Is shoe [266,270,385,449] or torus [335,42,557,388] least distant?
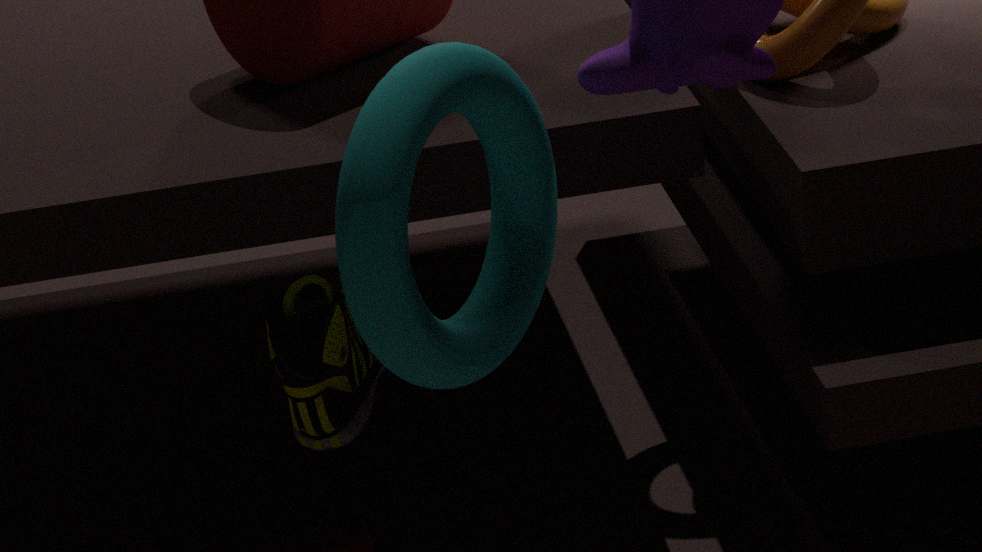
torus [335,42,557,388]
